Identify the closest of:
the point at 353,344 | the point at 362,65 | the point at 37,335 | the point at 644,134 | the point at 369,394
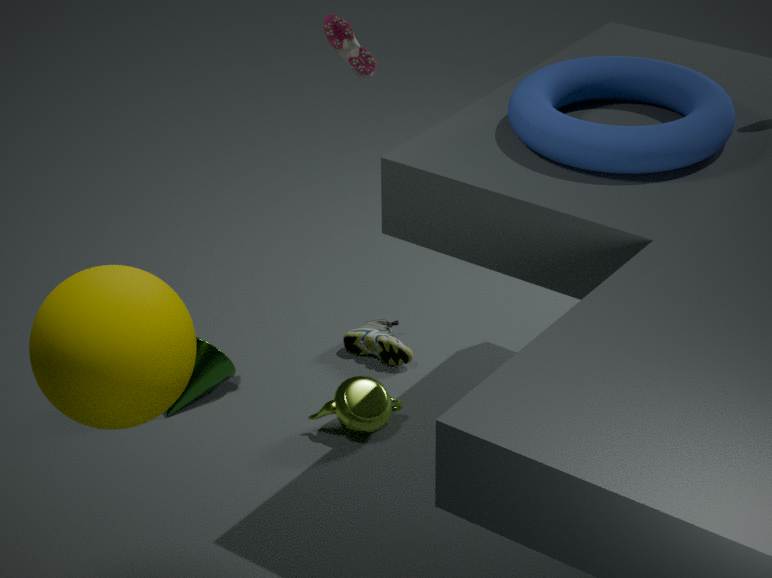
A: the point at 37,335
